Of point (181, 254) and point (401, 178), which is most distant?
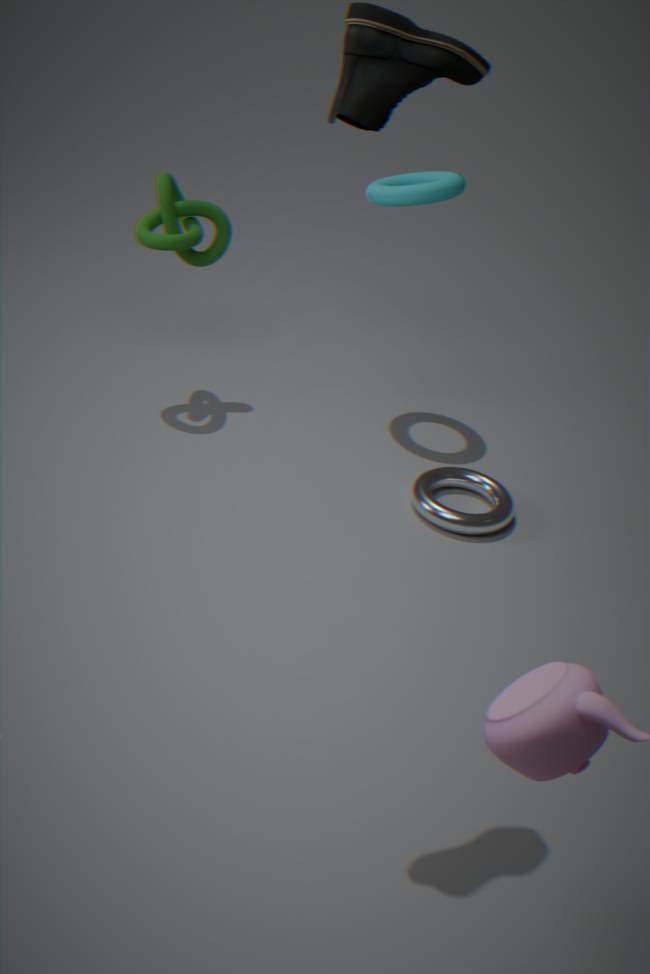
point (401, 178)
